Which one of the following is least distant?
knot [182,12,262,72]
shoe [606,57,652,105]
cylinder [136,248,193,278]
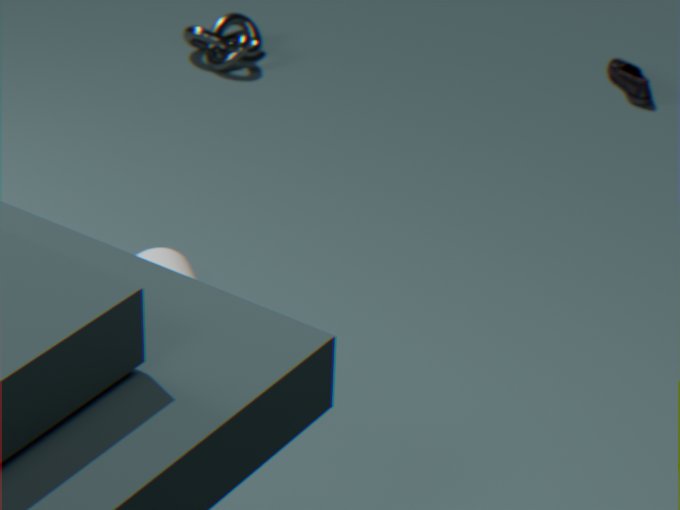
cylinder [136,248,193,278]
